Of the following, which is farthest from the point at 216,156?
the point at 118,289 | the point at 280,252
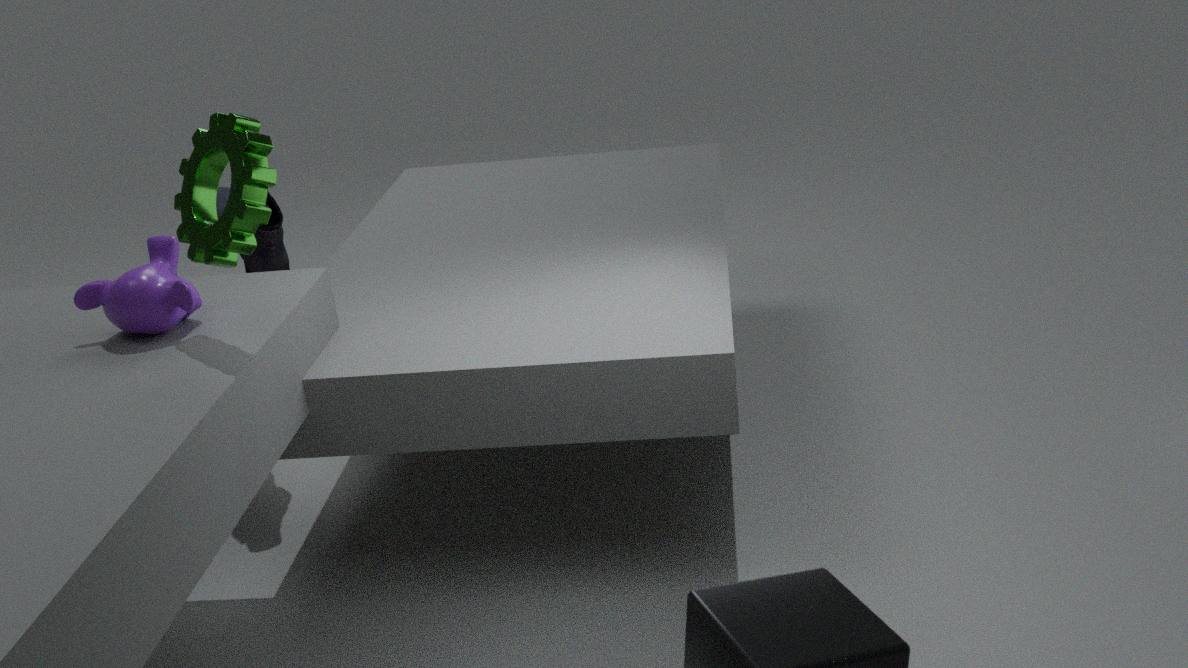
the point at 280,252
